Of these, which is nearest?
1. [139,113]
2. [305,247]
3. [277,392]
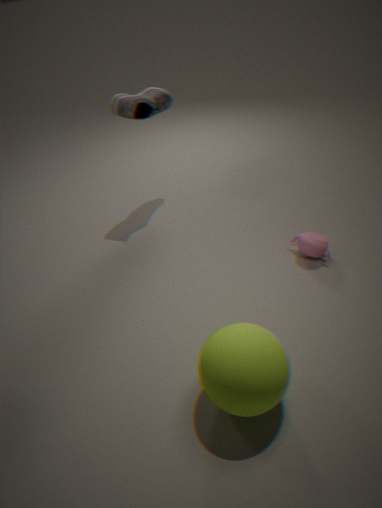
[277,392]
